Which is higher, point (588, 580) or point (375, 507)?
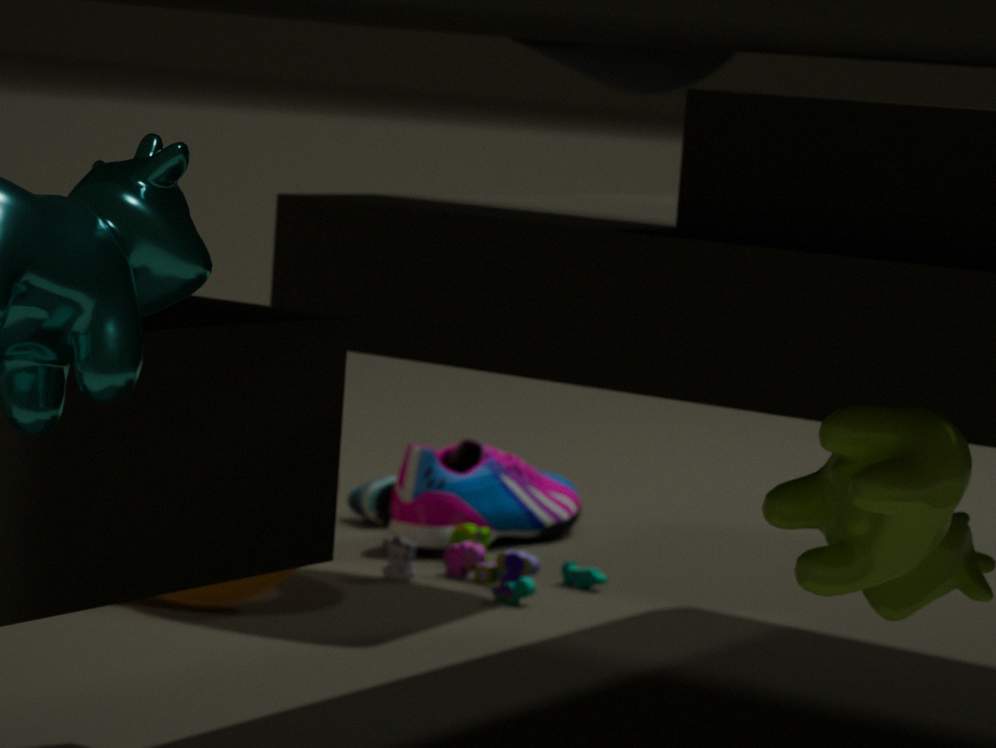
point (375, 507)
